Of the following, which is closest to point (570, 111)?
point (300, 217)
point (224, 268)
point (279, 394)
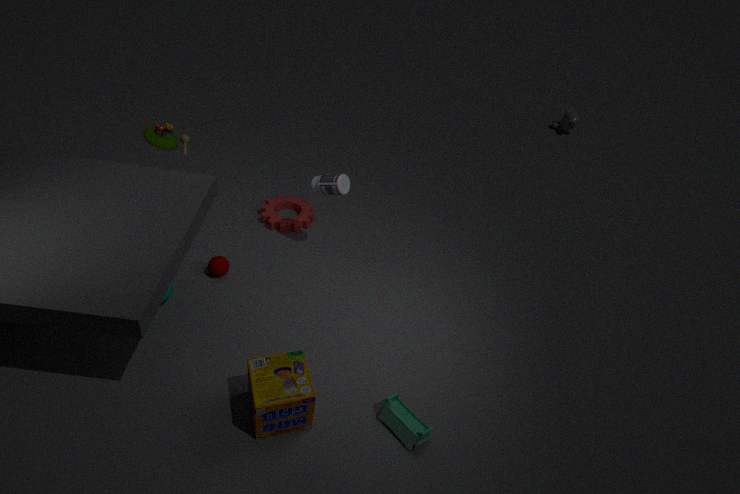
point (300, 217)
